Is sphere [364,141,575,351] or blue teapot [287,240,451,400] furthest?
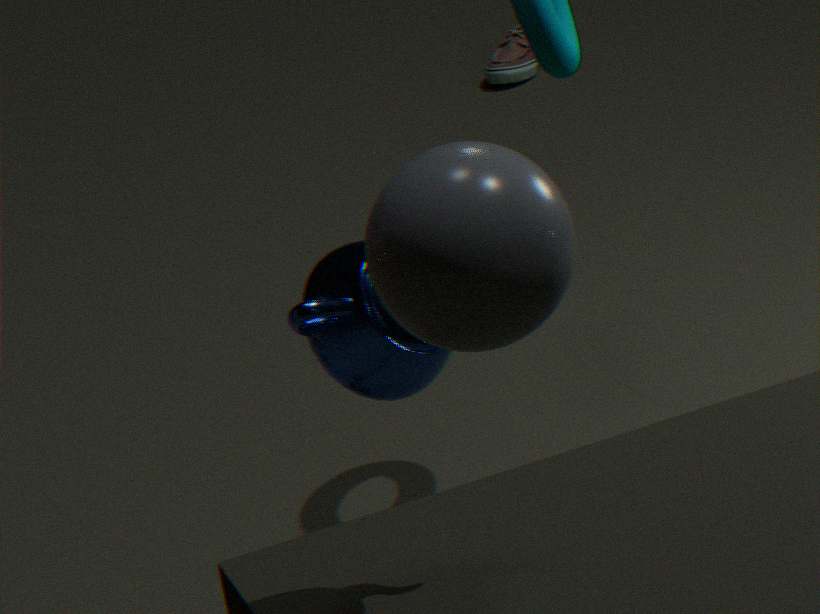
blue teapot [287,240,451,400]
